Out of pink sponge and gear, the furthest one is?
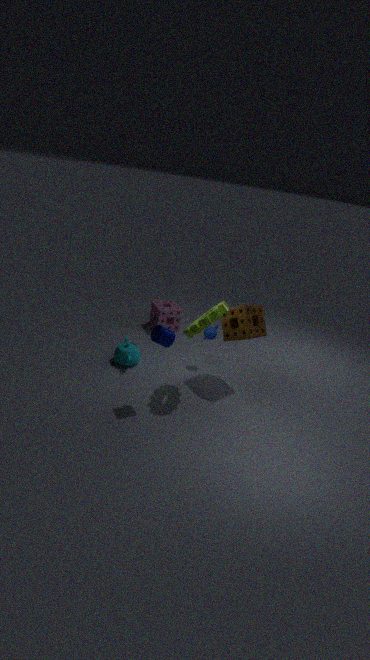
pink sponge
